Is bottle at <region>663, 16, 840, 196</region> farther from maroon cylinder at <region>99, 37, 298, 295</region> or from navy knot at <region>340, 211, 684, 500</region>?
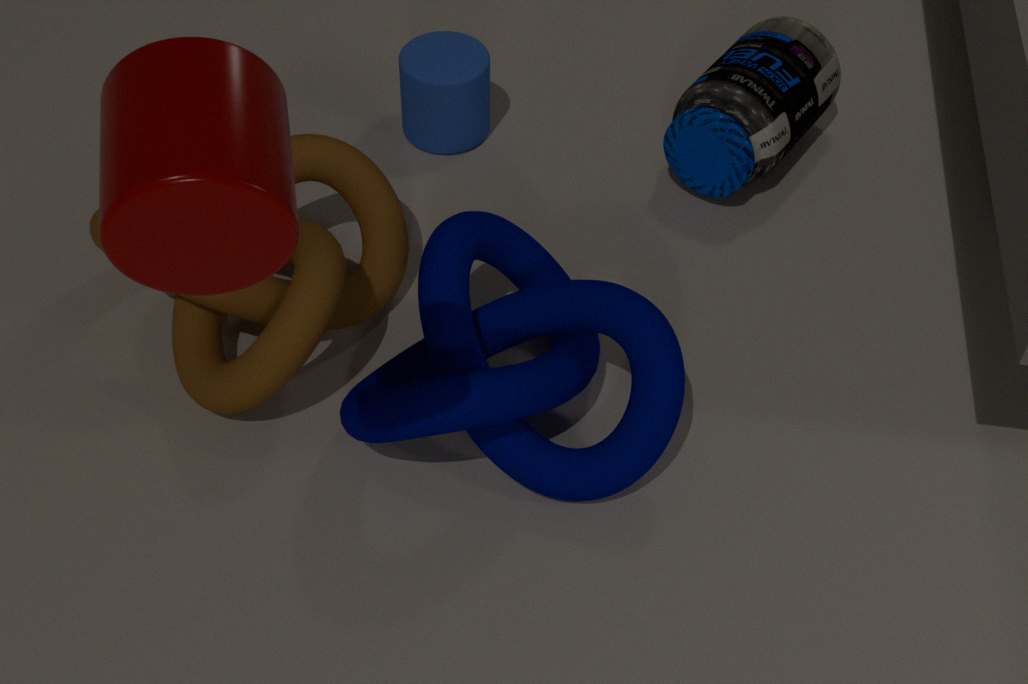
maroon cylinder at <region>99, 37, 298, 295</region>
